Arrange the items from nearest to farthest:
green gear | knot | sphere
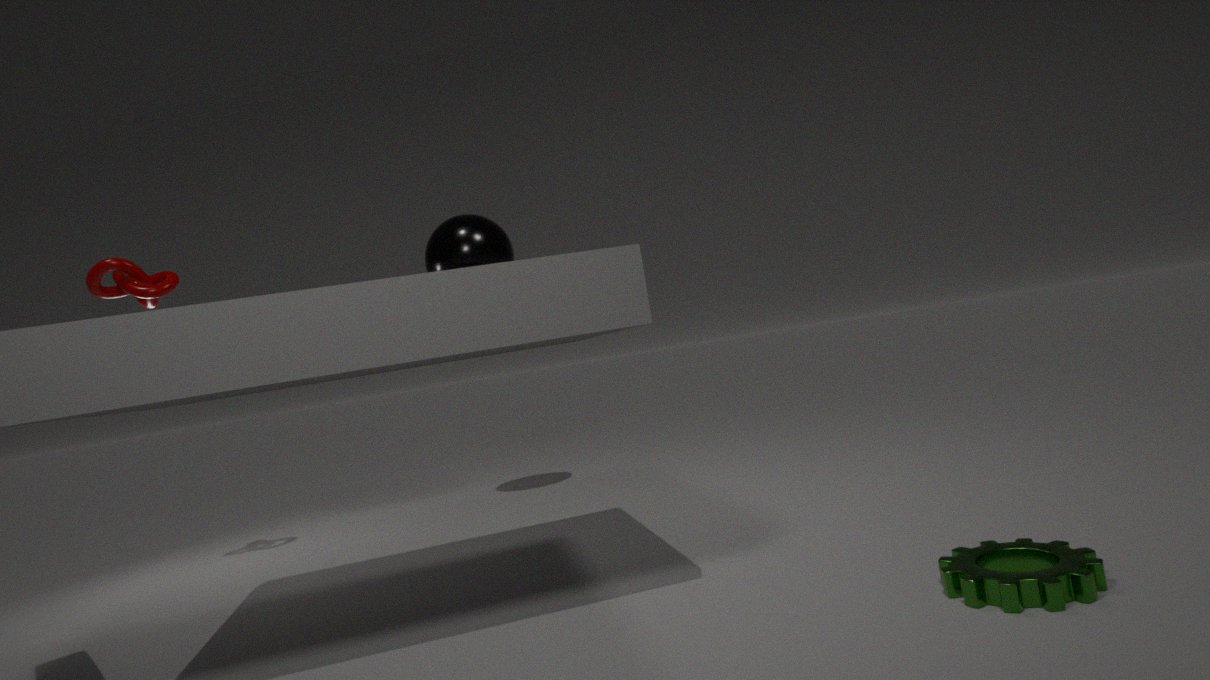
green gear → knot → sphere
